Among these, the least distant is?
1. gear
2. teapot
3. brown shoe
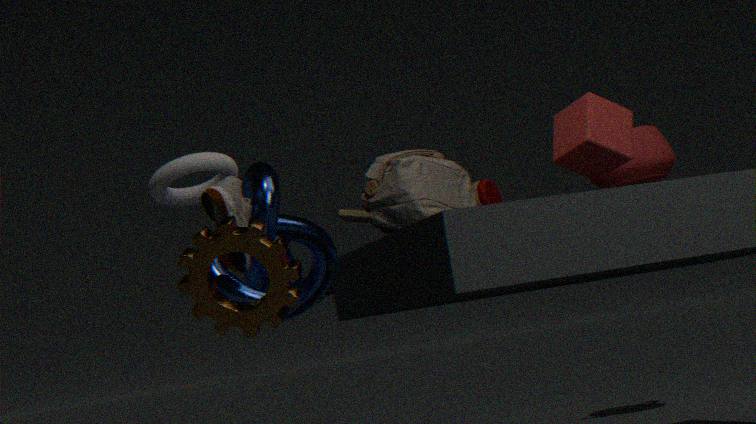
gear
